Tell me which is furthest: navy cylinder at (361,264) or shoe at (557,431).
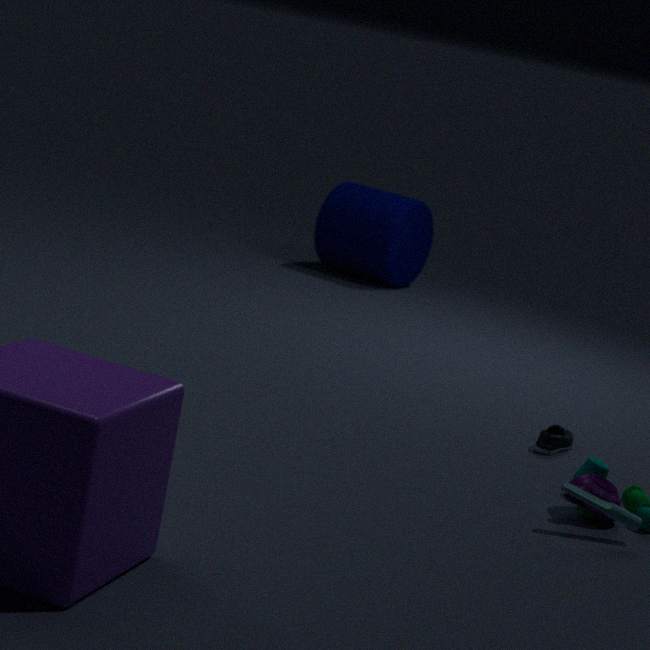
navy cylinder at (361,264)
